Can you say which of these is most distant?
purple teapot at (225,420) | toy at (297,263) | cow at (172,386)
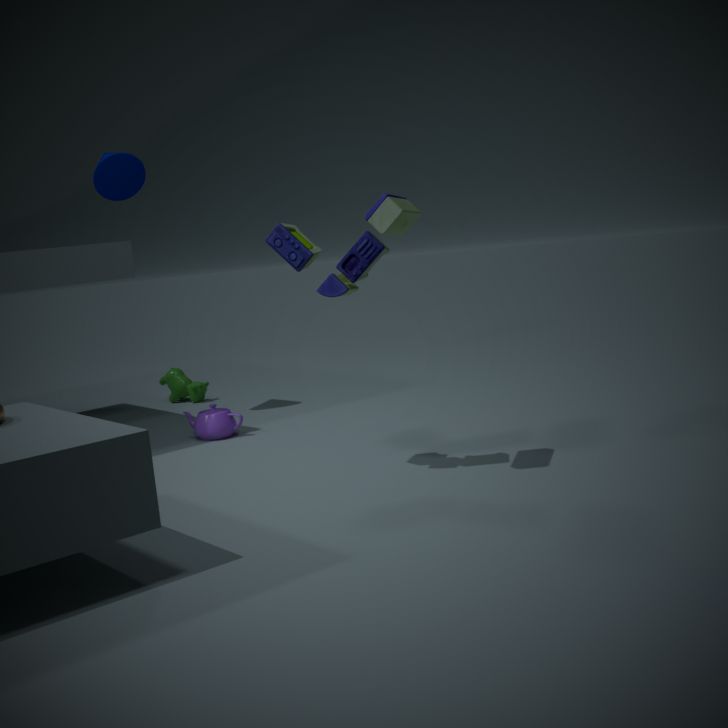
cow at (172,386)
